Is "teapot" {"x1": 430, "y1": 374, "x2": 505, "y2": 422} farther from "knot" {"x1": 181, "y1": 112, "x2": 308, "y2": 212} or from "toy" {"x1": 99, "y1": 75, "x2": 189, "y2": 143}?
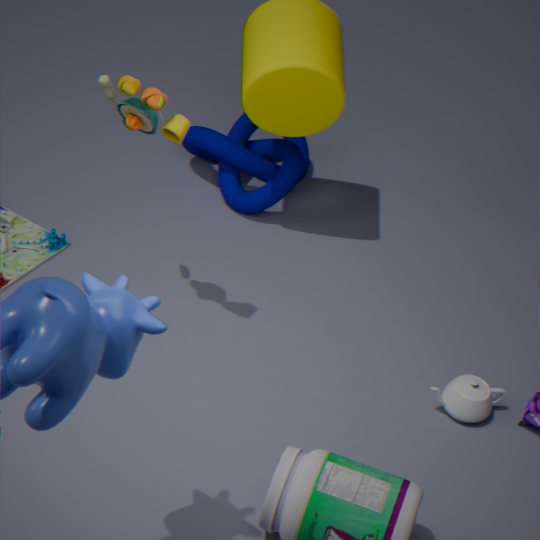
"toy" {"x1": 99, "y1": 75, "x2": 189, "y2": 143}
